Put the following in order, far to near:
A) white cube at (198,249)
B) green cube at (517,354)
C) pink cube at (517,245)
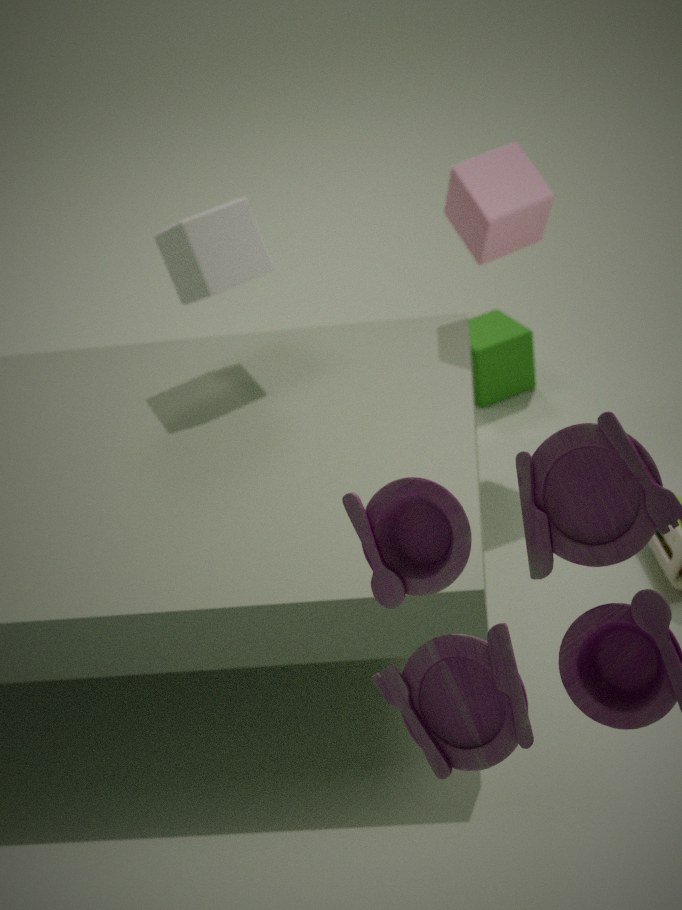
green cube at (517,354) < pink cube at (517,245) < white cube at (198,249)
